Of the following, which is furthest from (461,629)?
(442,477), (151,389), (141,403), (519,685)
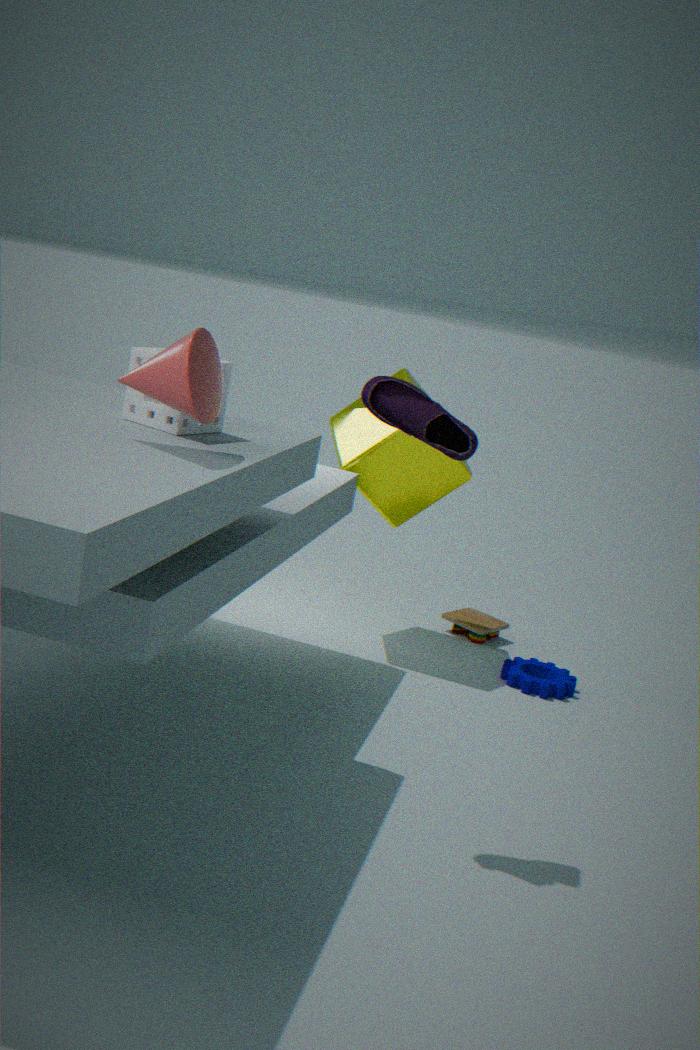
(151,389)
